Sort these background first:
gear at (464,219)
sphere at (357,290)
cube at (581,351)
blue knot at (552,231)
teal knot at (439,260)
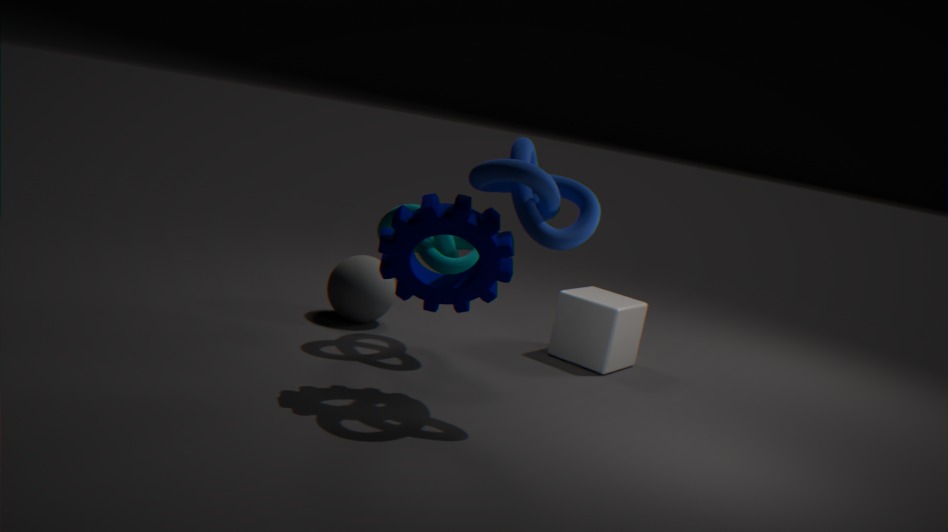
cube at (581,351) → sphere at (357,290) → teal knot at (439,260) → gear at (464,219) → blue knot at (552,231)
